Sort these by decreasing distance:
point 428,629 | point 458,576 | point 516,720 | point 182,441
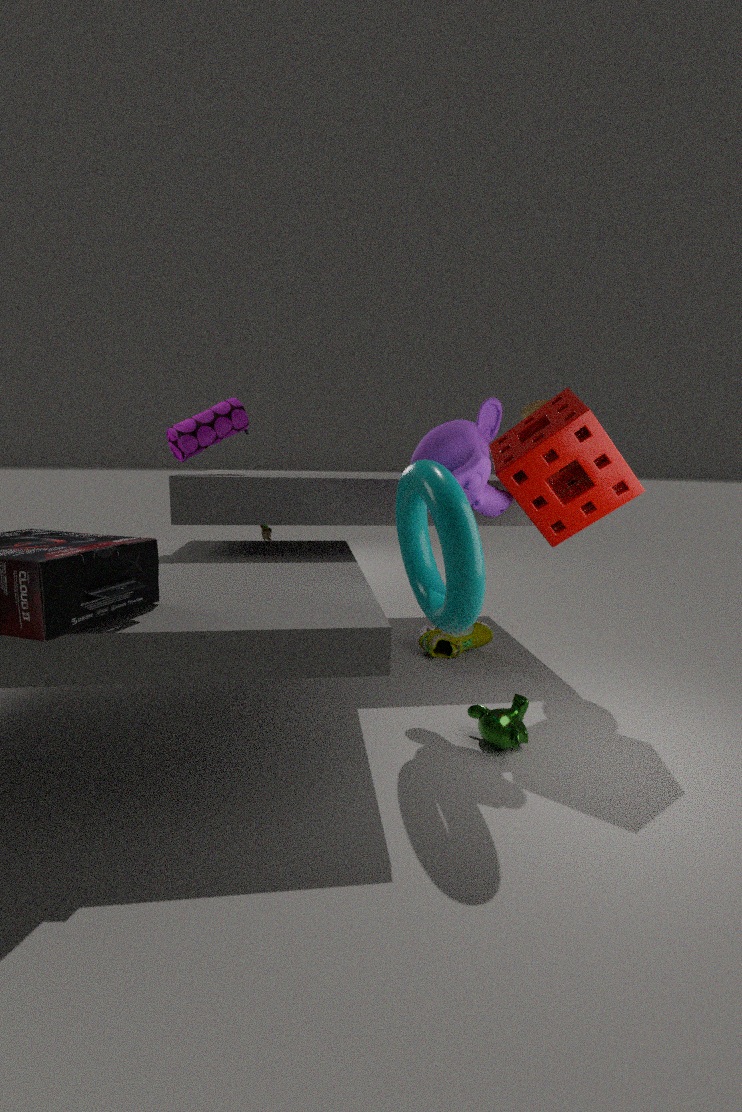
1. point 428,629
2. point 182,441
3. point 516,720
4. point 458,576
